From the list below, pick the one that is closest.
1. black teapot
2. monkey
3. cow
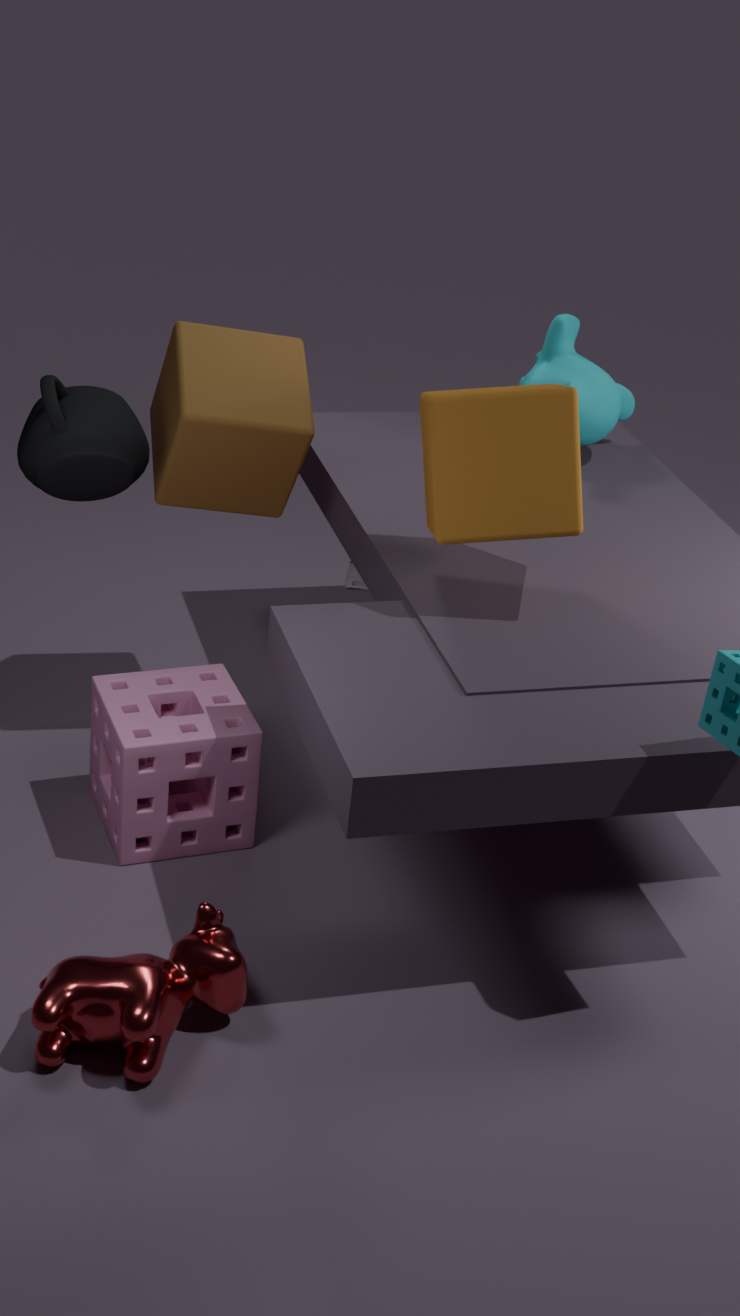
cow
